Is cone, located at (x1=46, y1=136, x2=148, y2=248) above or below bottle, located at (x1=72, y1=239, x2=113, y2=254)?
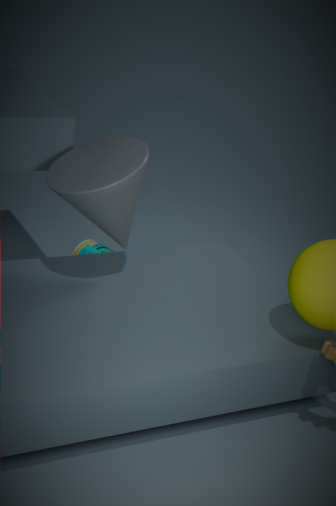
above
